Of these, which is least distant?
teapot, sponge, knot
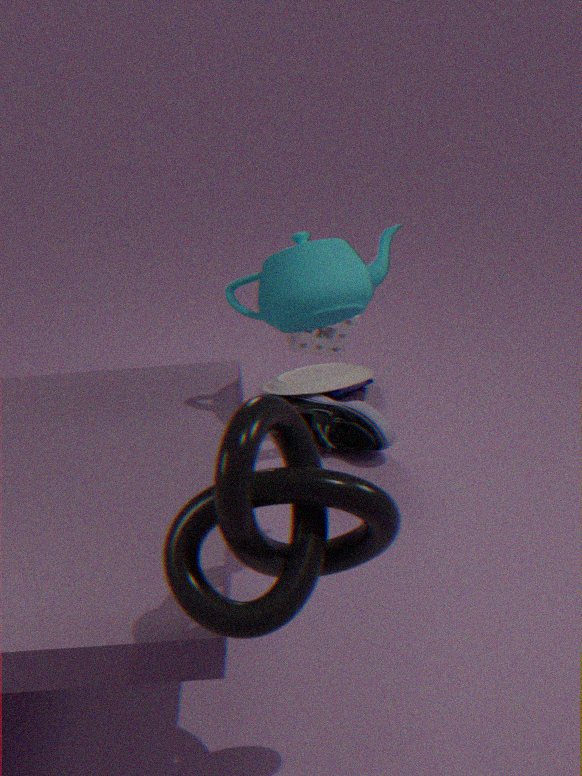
knot
